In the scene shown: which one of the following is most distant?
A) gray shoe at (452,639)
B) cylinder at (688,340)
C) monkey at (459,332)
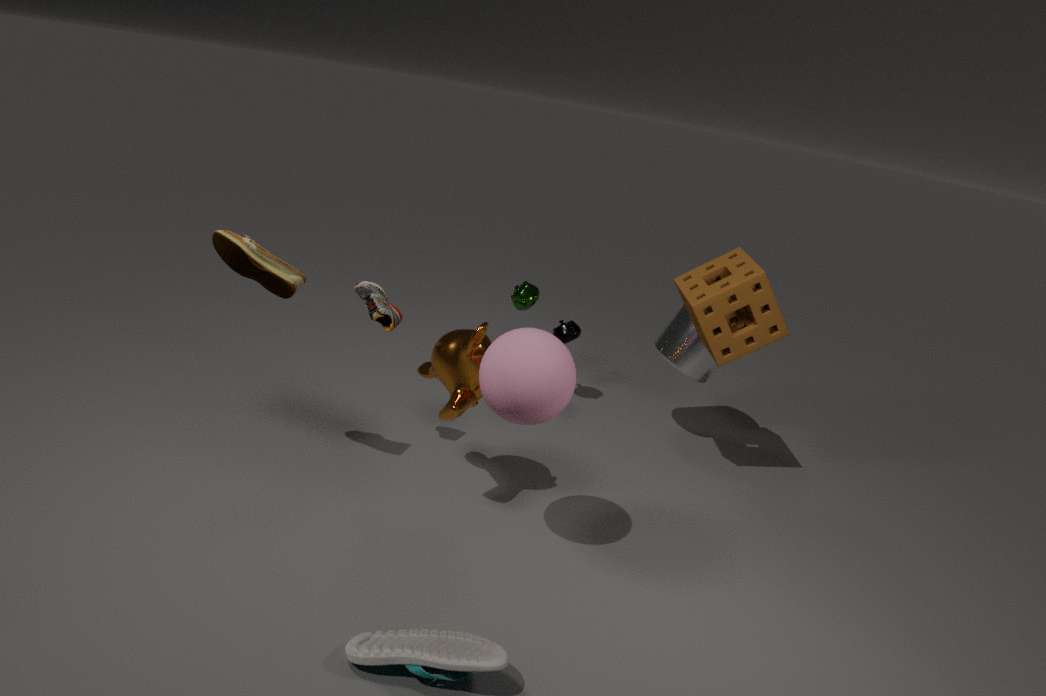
B. cylinder at (688,340)
